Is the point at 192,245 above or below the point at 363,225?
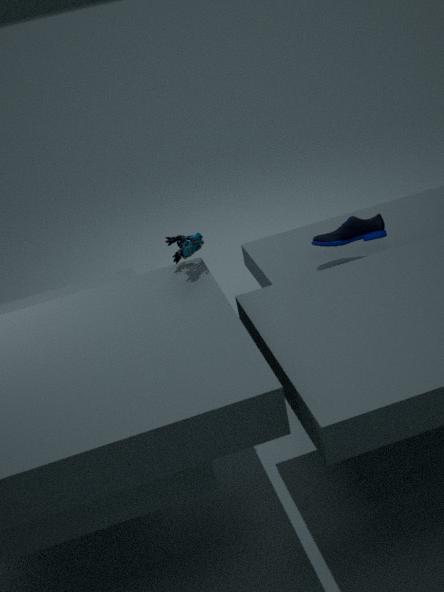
above
